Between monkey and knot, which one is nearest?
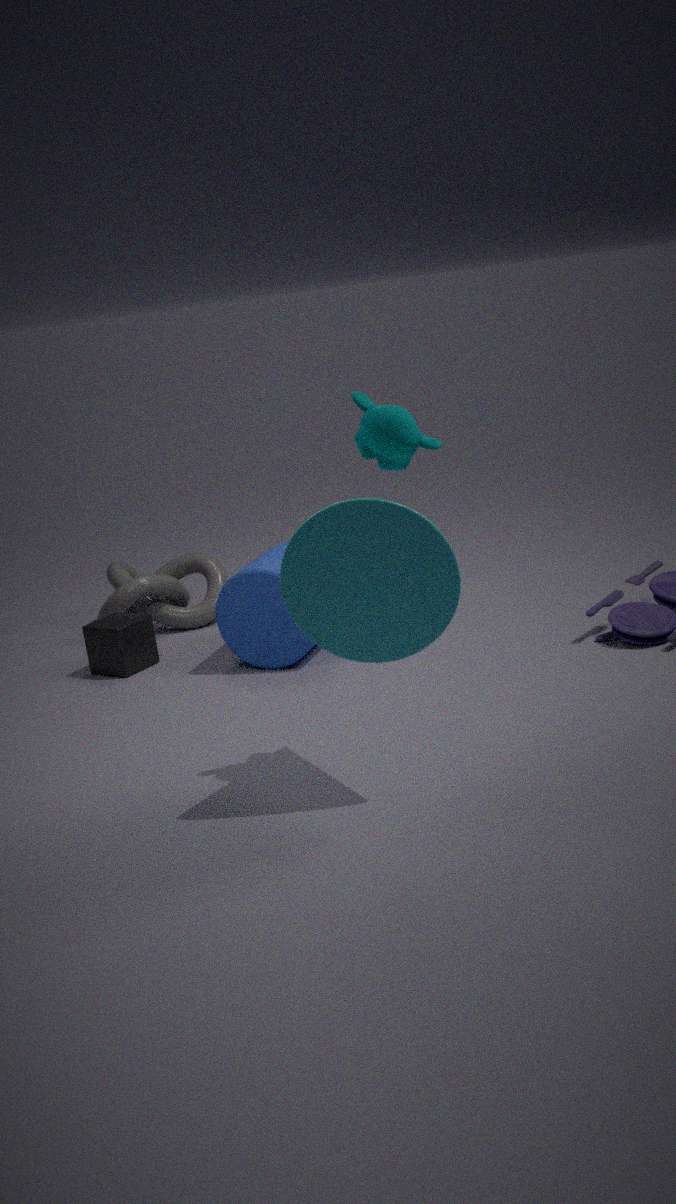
monkey
